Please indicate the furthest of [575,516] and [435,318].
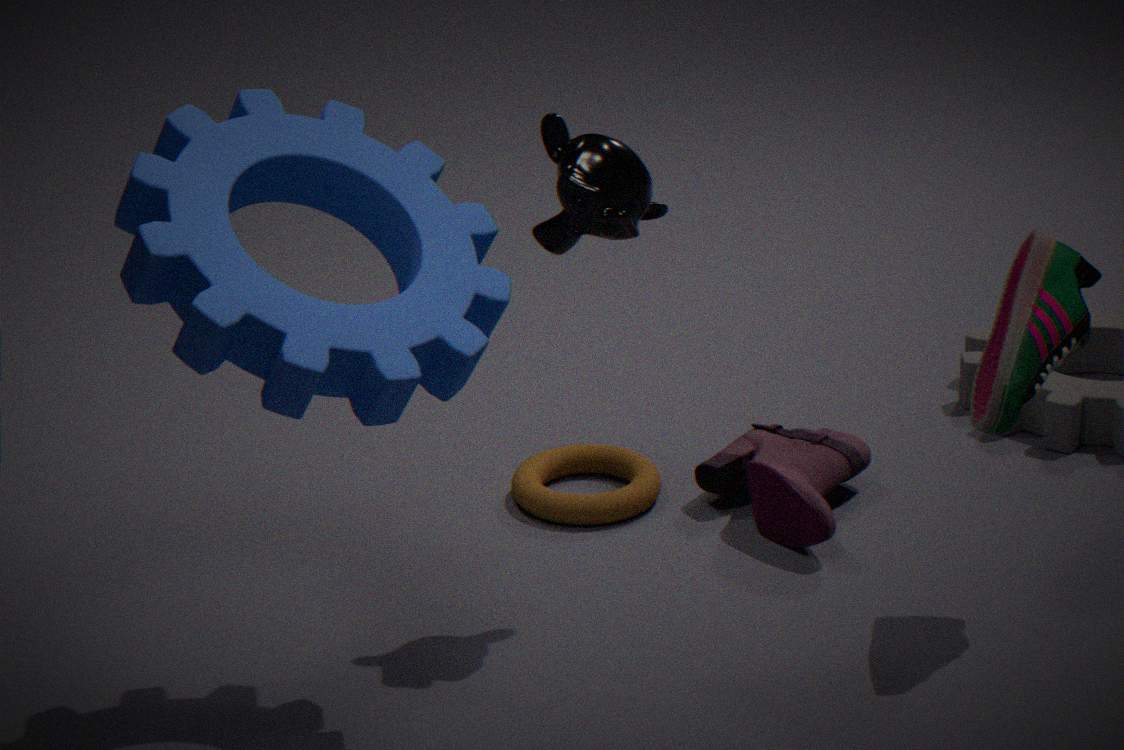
[575,516]
